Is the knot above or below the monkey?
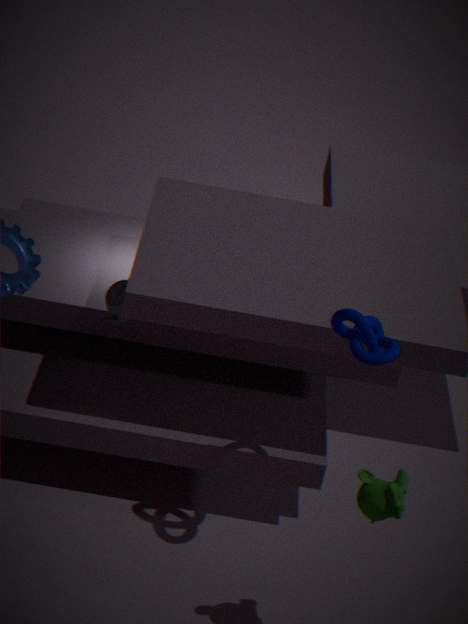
above
